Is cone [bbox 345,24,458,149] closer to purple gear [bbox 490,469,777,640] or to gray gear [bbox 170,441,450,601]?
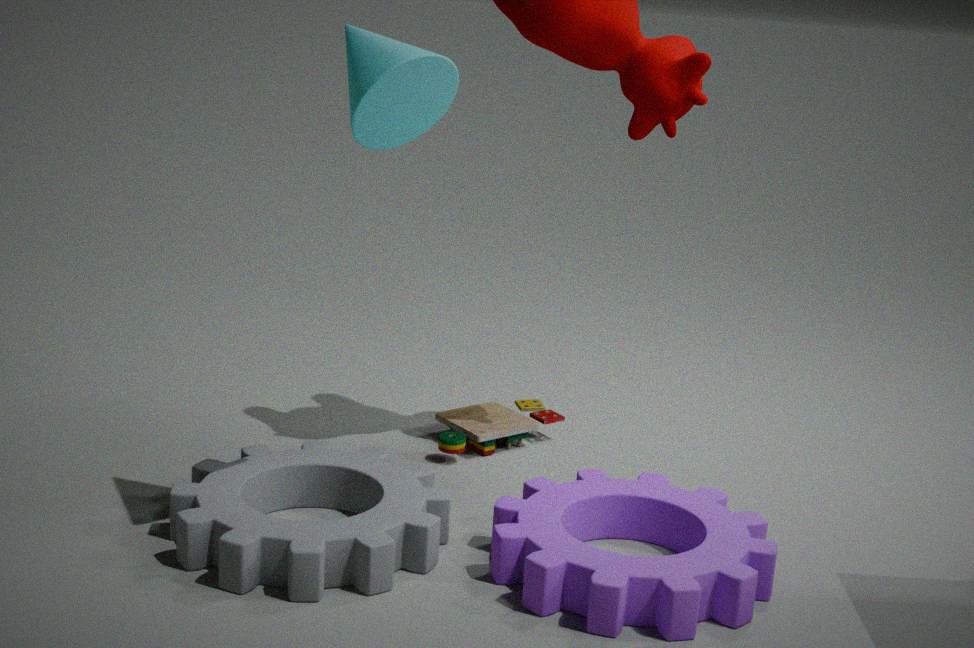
gray gear [bbox 170,441,450,601]
